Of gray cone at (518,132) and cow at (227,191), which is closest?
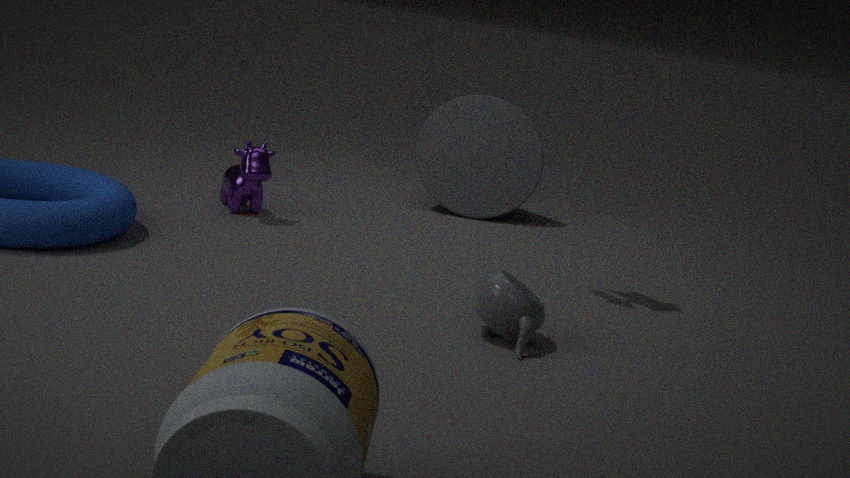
cow at (227,191)
